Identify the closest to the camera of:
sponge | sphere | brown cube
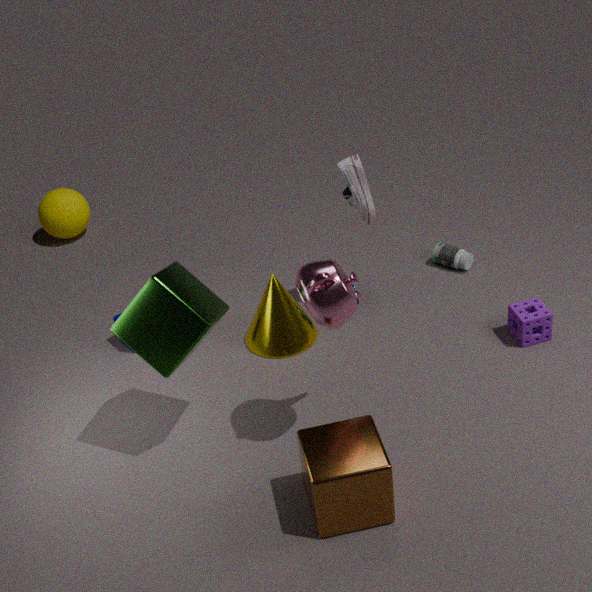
brown cube
